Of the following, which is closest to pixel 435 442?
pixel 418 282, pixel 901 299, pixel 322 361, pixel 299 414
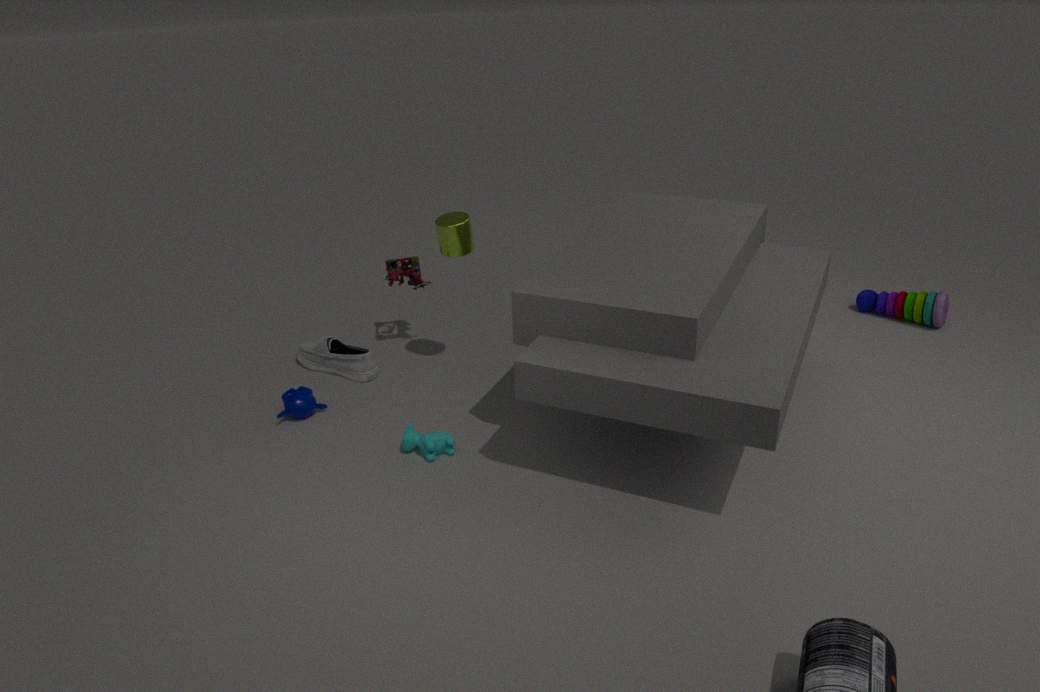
pixel 299 414
